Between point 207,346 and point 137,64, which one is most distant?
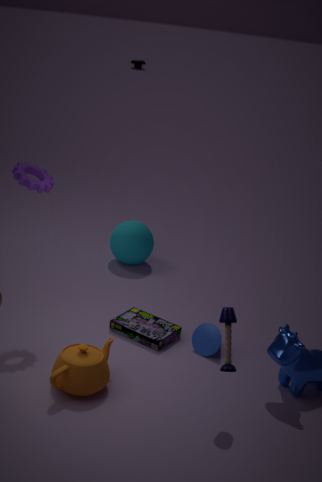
point 137,64
